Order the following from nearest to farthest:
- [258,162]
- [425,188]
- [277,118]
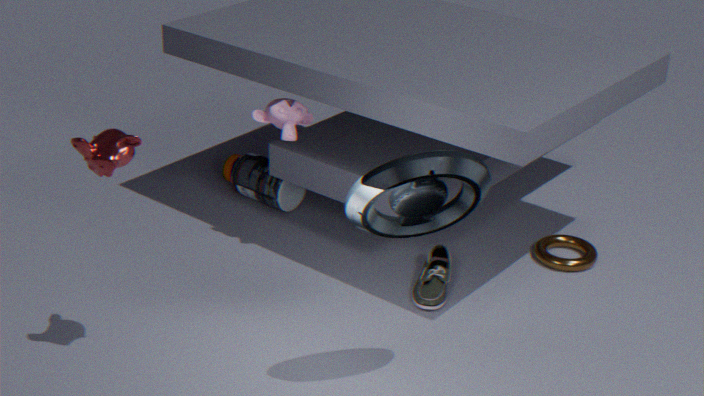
[425,188] < [277,118] < [258,162]
